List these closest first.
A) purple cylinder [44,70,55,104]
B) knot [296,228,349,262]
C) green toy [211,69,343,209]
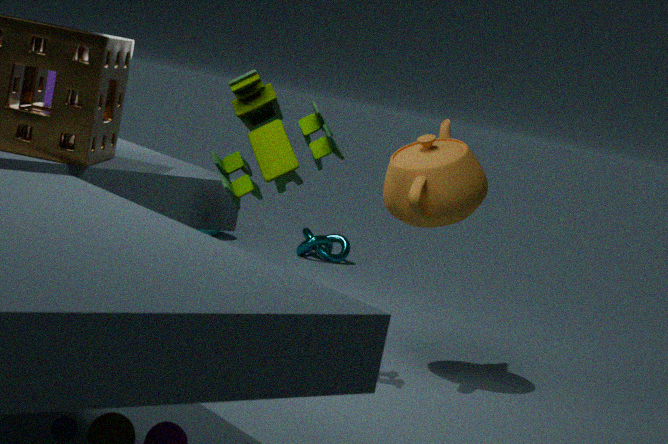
green toy [211,69,343,209] → purple cylinder [44,70,55,104] → knot [296,228,349,262]
